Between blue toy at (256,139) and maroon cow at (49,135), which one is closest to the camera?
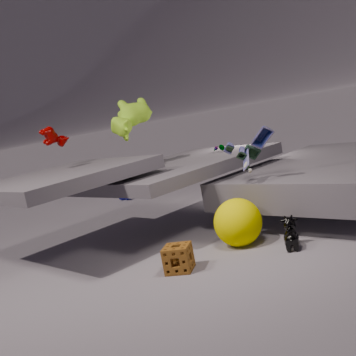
blue toy at (256,139)
